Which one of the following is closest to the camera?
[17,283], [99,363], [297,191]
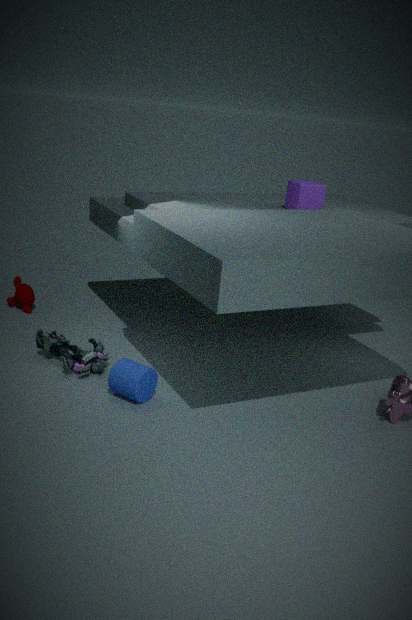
[99,363]
